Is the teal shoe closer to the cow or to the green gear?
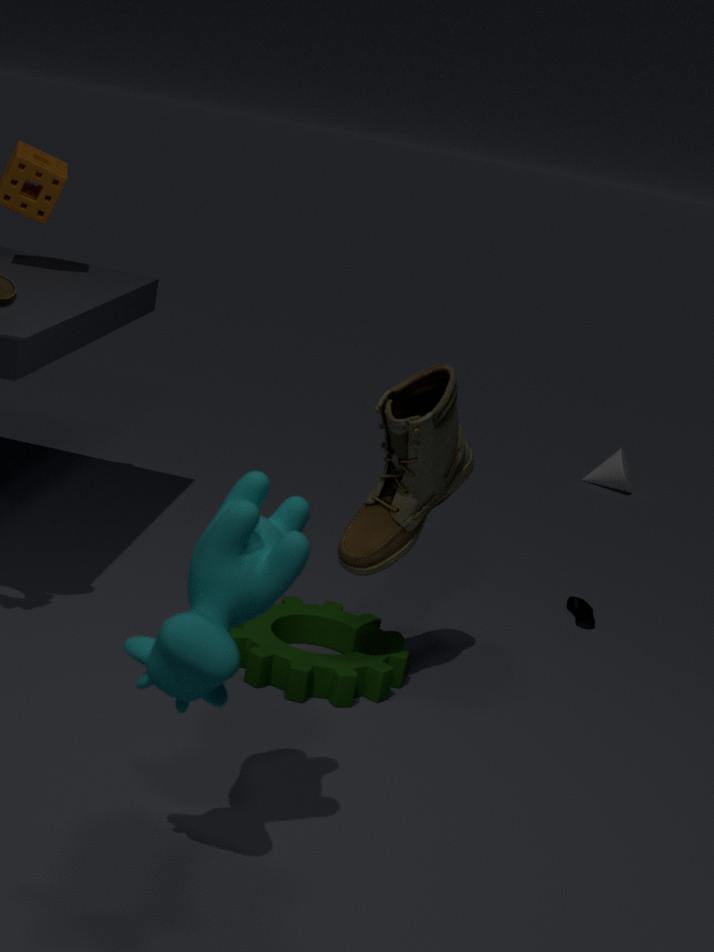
the green gear
